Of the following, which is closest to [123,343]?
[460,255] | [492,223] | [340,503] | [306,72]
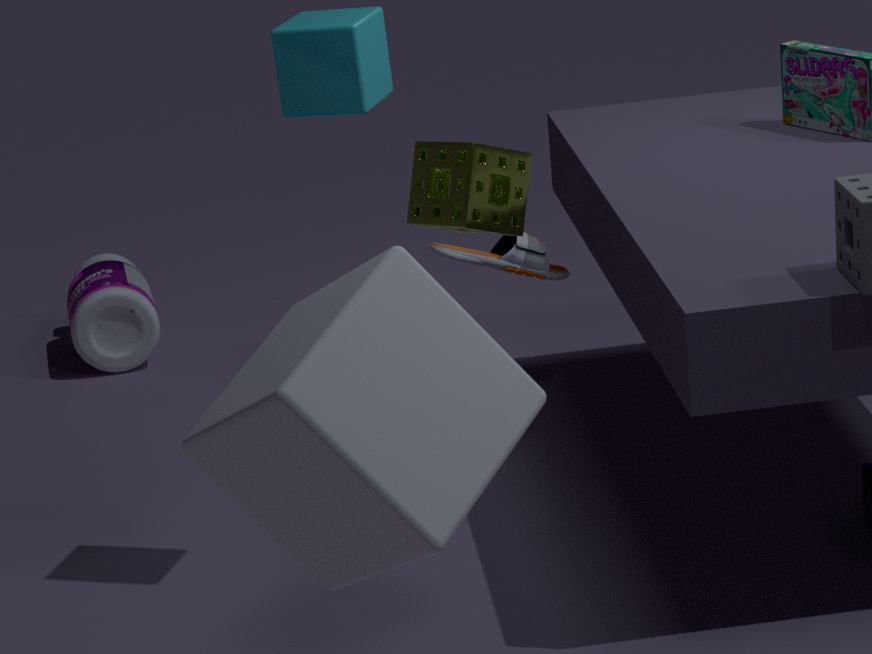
[460,255]
